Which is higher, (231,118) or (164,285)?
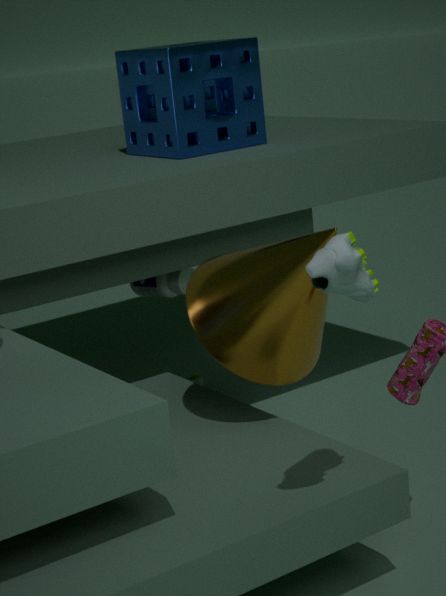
(231,118)
